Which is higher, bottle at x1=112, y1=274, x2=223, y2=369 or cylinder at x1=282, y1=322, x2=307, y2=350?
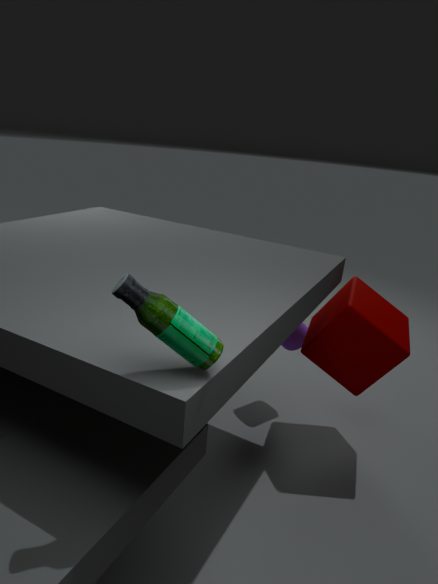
bottle at x1=112, y1=274, x2=223, y2=369
